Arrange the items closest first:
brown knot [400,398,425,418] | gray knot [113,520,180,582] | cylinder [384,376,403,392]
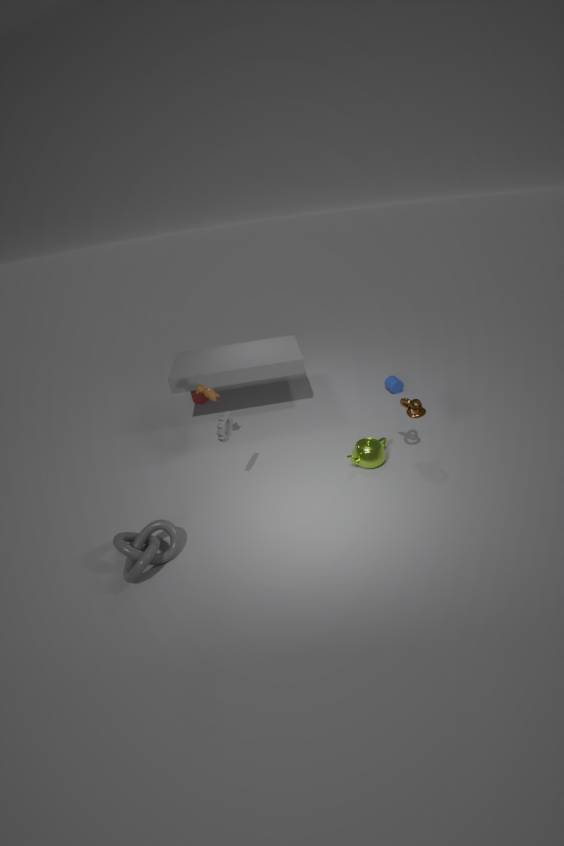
1. gray knot [113,520,180,582]
2. brown knot [400,398,425,418]
3. cylinder [384,376,403,392]
